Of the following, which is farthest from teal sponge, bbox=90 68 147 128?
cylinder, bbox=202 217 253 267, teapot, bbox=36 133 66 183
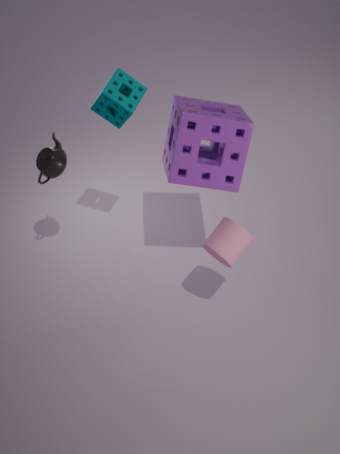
cylinder, bbox=202 217 253 267
